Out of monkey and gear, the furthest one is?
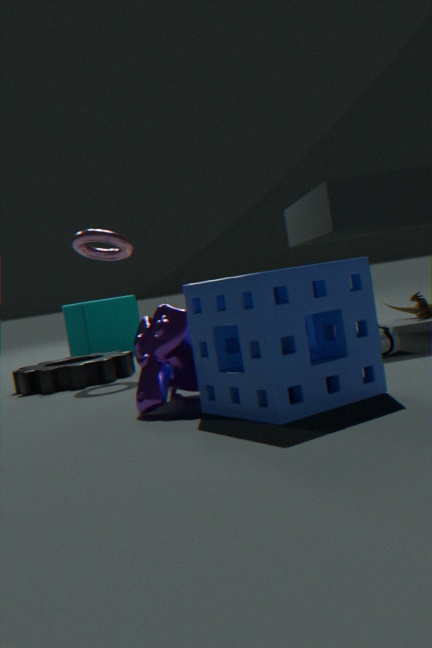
gear
